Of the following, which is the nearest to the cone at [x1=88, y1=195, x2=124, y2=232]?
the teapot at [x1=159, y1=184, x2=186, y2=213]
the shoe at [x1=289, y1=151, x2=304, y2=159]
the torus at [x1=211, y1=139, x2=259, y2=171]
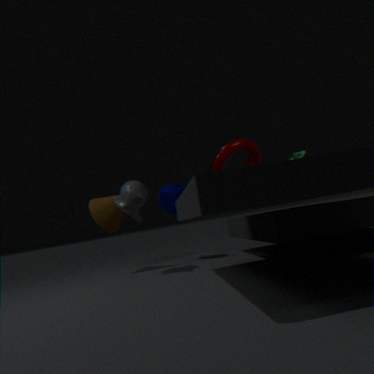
the teapot at [x1=159, y1=184, x2=186, y2=213]
